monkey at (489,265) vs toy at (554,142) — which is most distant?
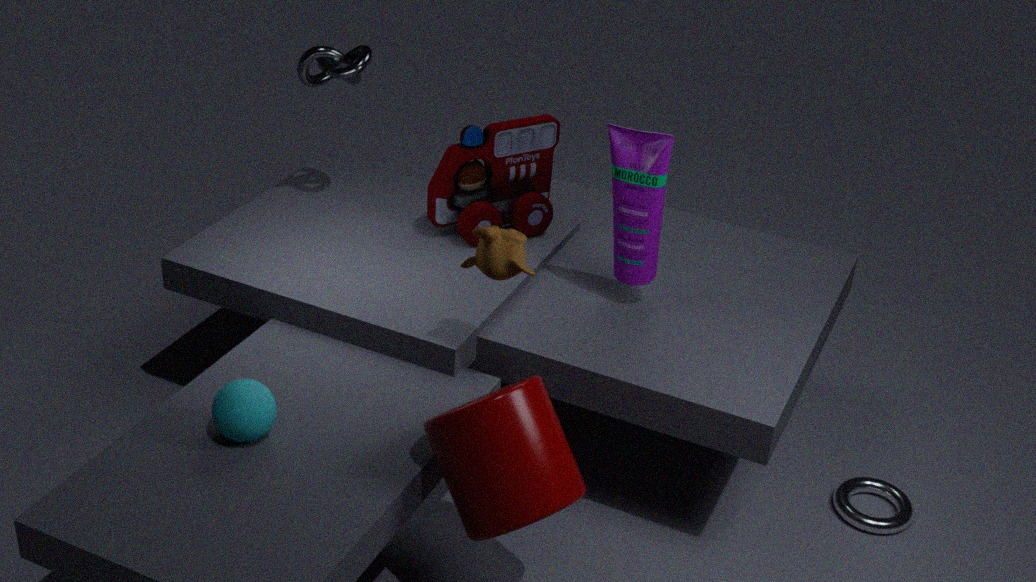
toy at (554,142)
